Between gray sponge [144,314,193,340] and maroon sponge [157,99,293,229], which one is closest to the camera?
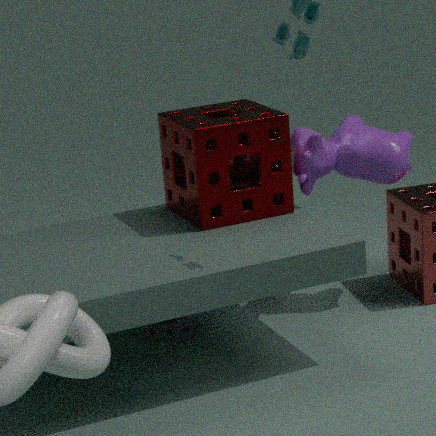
maroon sponge [157,99,293,229]
